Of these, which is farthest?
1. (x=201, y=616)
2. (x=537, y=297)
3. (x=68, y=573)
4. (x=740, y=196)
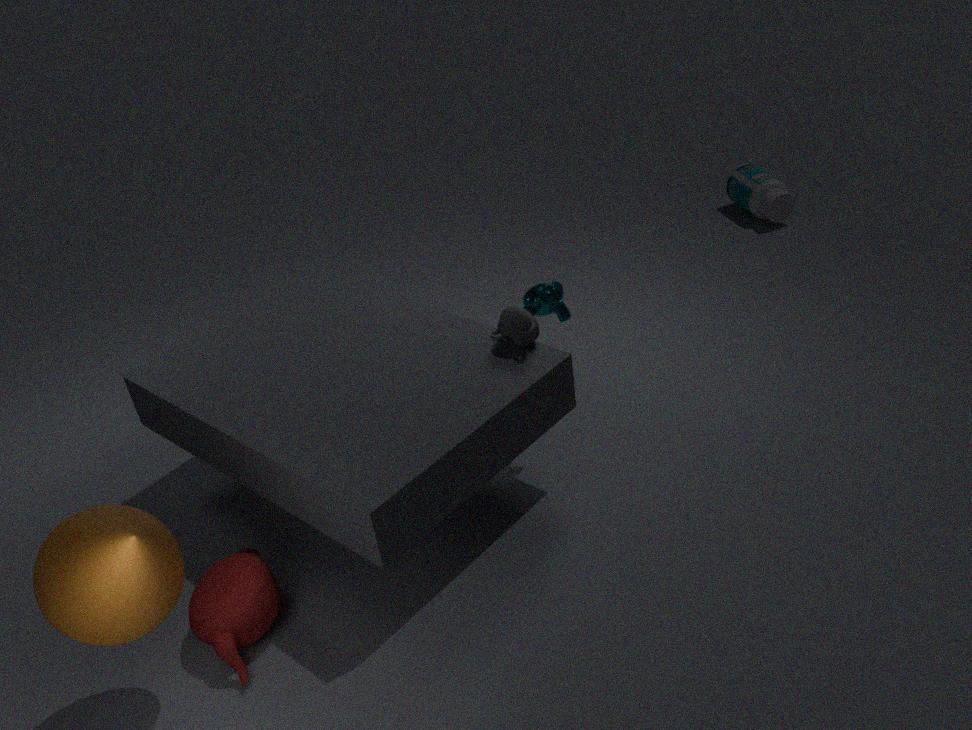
(x=740, y=196)
